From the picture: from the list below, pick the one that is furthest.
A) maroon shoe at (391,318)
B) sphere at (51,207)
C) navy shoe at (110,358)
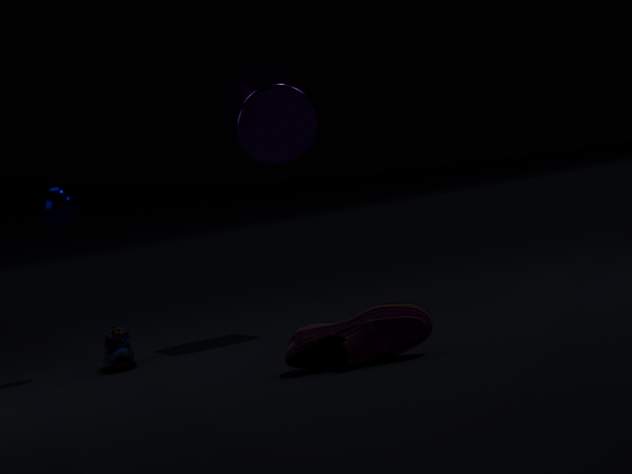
sphere at (51,207)
